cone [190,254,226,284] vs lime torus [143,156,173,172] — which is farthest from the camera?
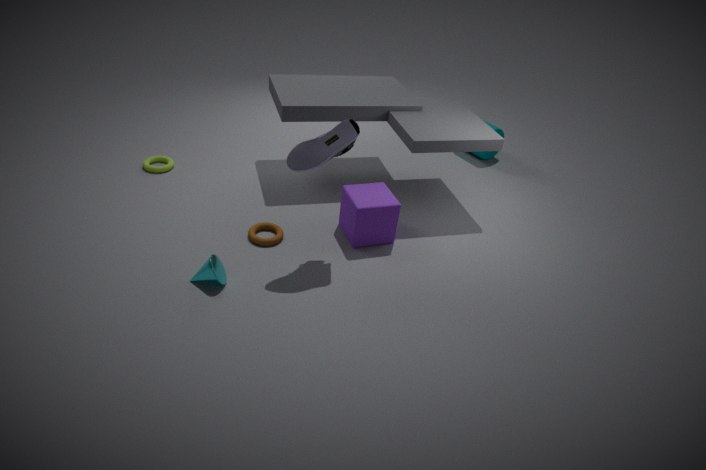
lime torus [143,156,173,172]
